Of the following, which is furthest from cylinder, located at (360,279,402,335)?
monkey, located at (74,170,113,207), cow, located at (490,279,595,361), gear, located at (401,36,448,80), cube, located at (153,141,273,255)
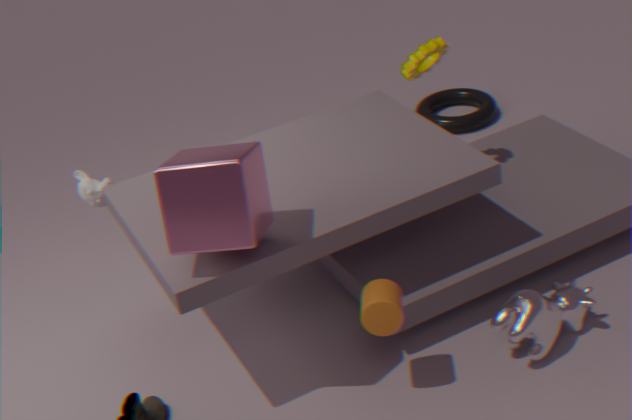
monkey, located at (74,170,113,207)
